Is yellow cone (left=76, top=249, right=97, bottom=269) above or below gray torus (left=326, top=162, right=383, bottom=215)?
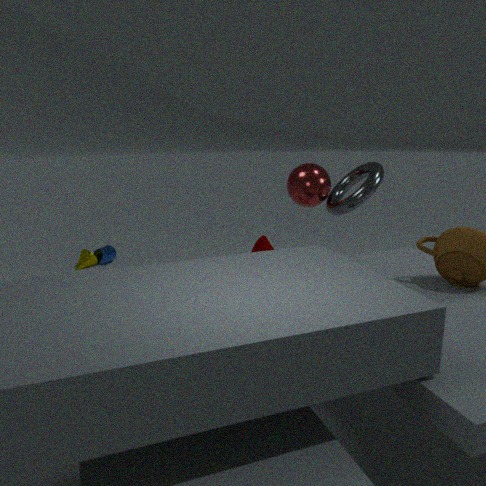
below
